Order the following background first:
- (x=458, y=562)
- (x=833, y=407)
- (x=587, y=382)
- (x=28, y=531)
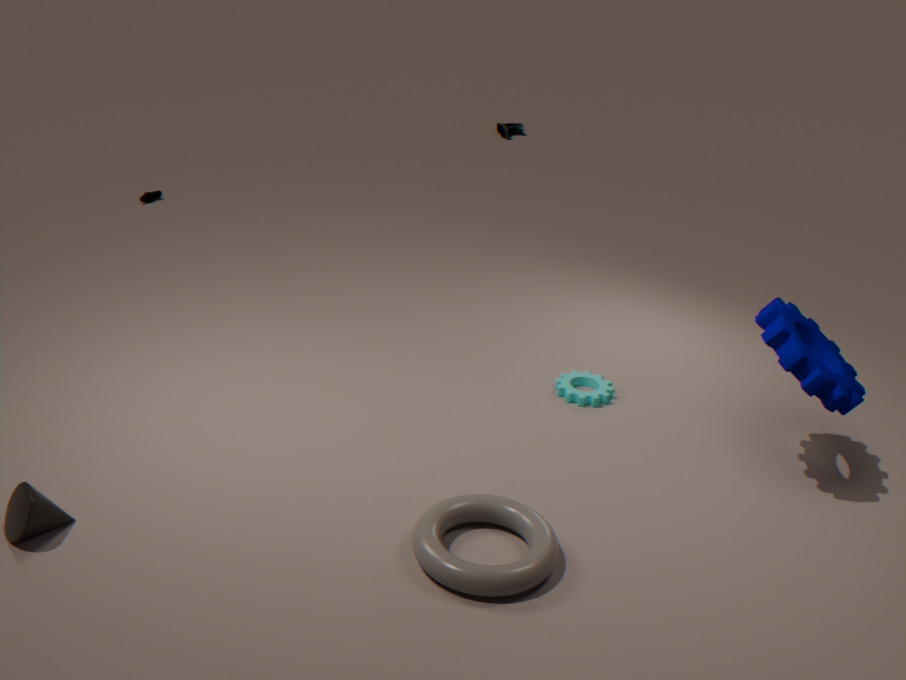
1. (x=587, y=382)
2. (x=833, y=407)
3. (x=28, y=531)
4. (x=458, y=562)
